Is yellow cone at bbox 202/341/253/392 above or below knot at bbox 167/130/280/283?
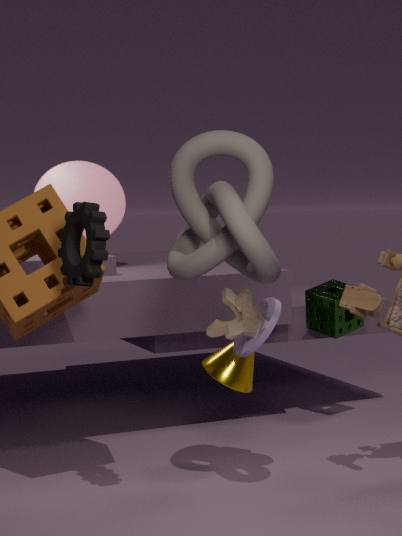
below
